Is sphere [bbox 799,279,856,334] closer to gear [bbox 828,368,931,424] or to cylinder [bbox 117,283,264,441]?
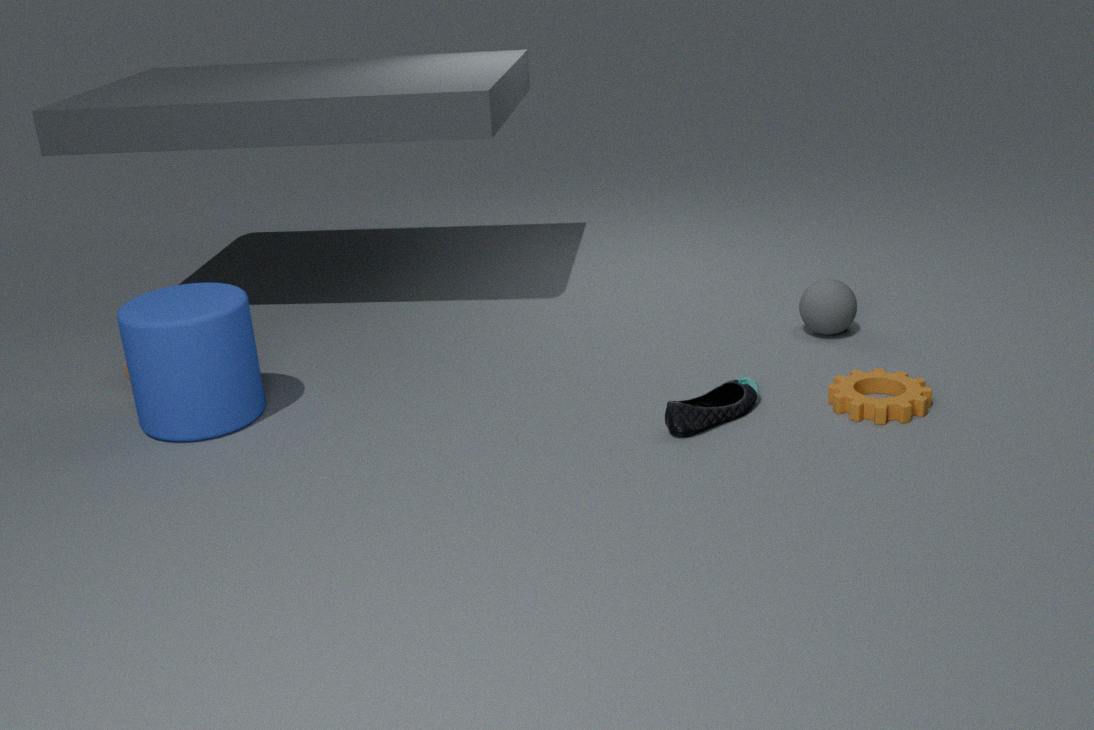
gear [bbox 828,368,931,424]
